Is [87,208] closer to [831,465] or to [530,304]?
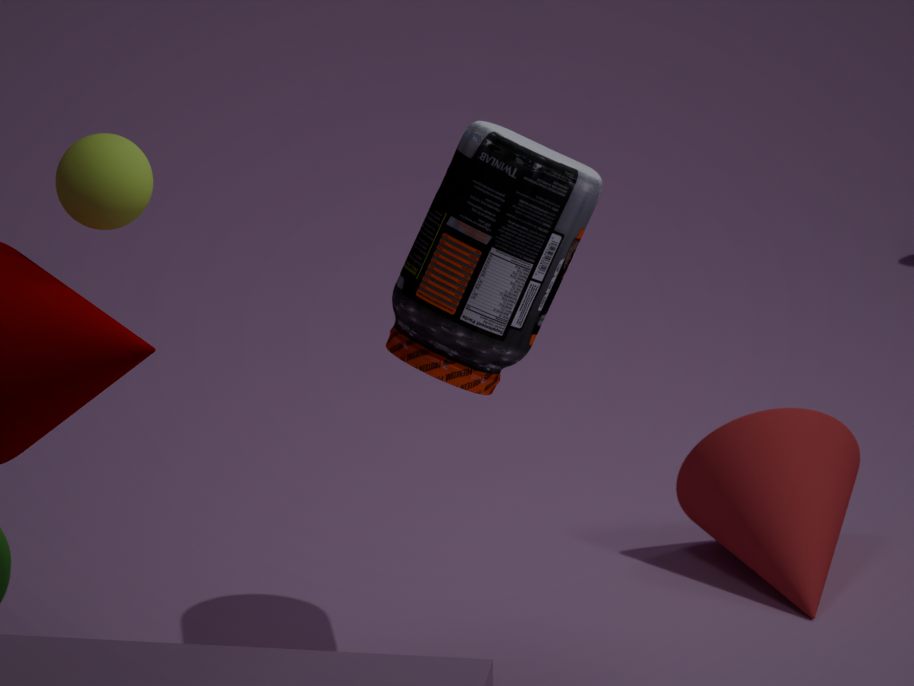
[530,304]
